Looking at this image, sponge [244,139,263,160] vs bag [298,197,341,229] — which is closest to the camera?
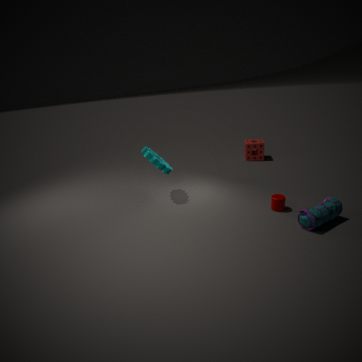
bag [298,197,341,229]
